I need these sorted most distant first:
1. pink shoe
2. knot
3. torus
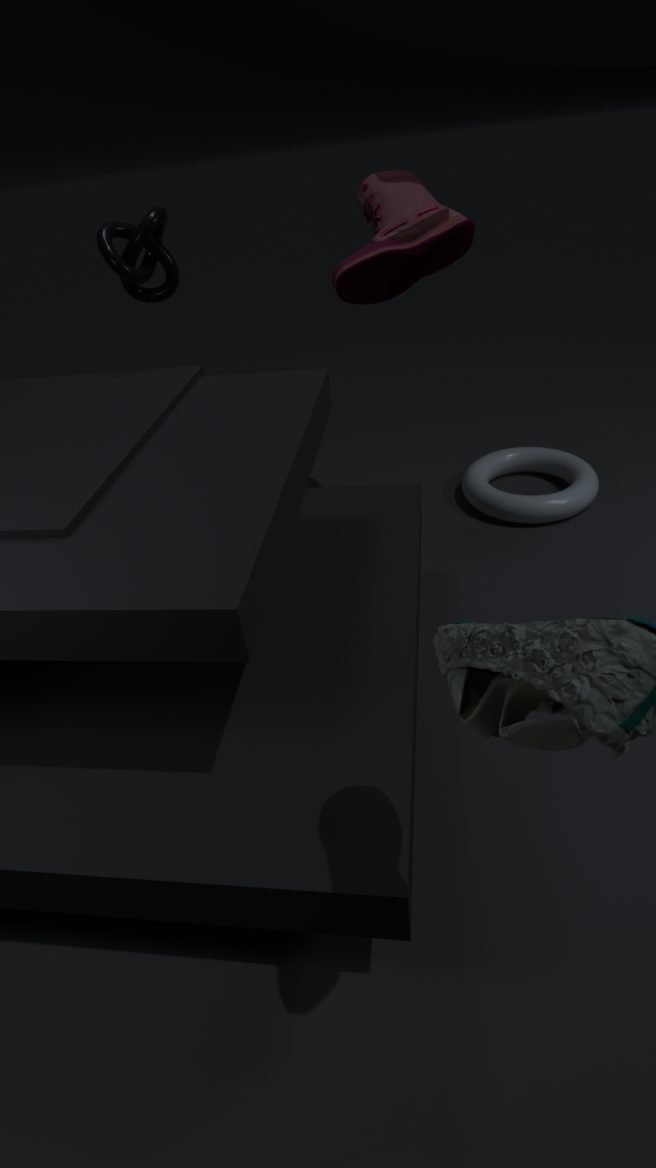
torus → pink shoe → knot
